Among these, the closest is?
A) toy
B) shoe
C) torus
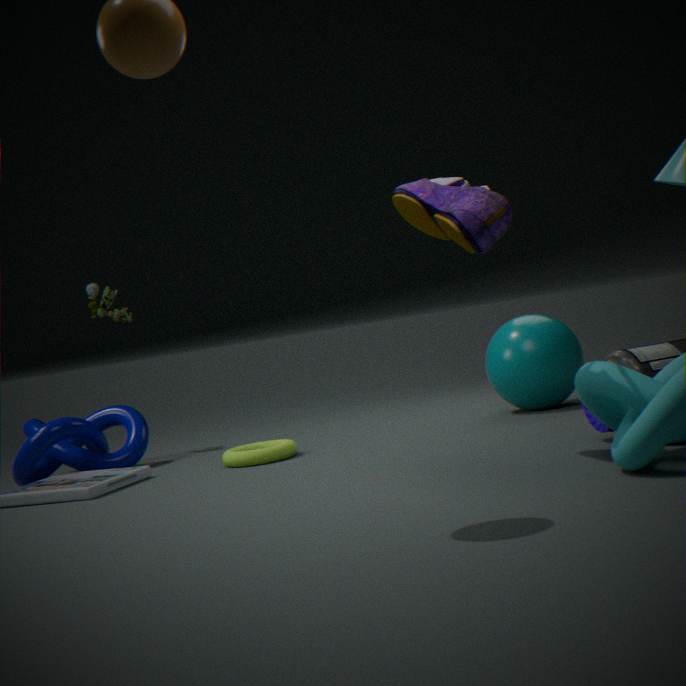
shoe
